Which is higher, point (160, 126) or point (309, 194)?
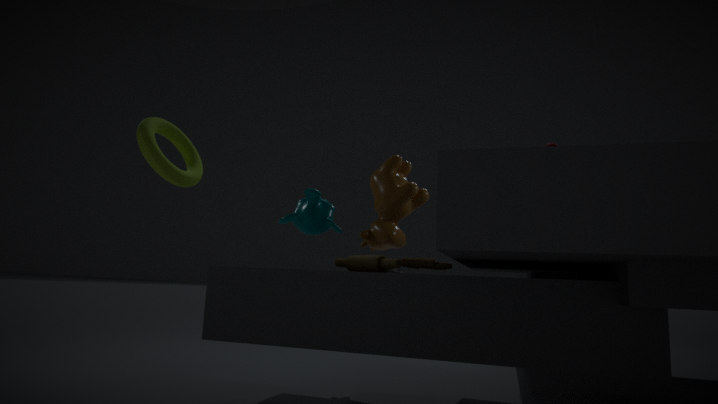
point (160, 126)
